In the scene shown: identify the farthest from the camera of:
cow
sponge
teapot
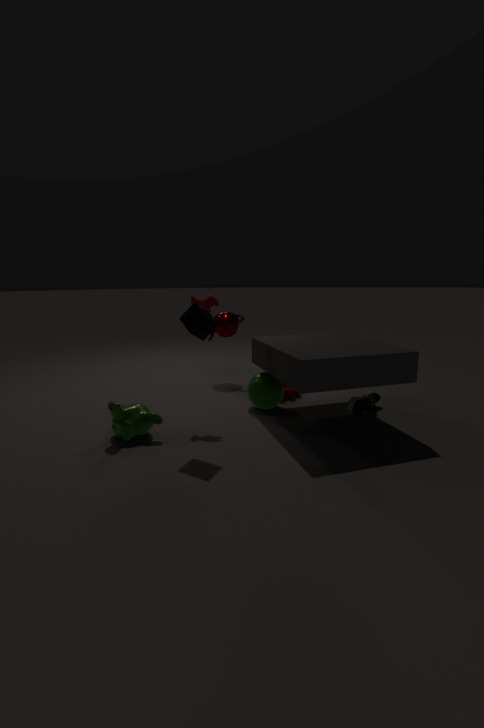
teapot
